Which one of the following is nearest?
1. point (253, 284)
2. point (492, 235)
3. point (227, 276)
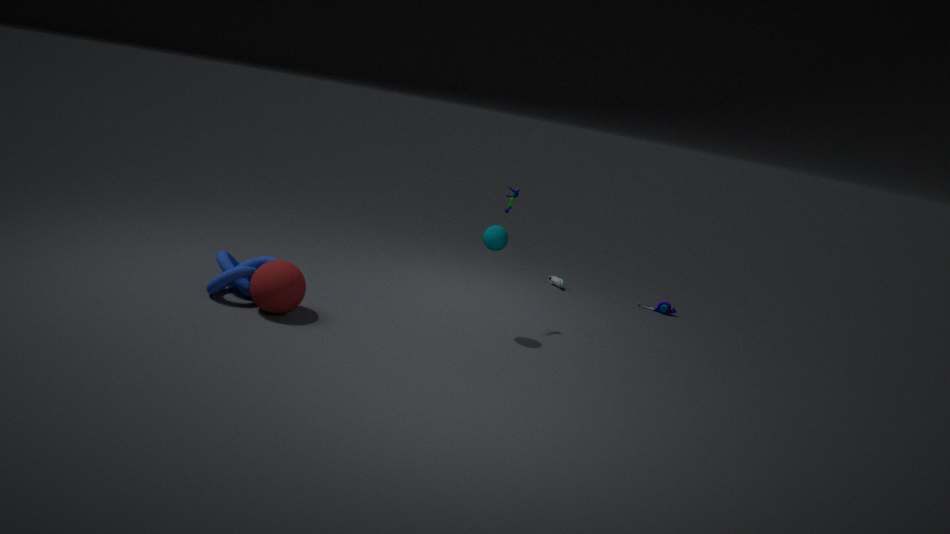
point (253, 284)
